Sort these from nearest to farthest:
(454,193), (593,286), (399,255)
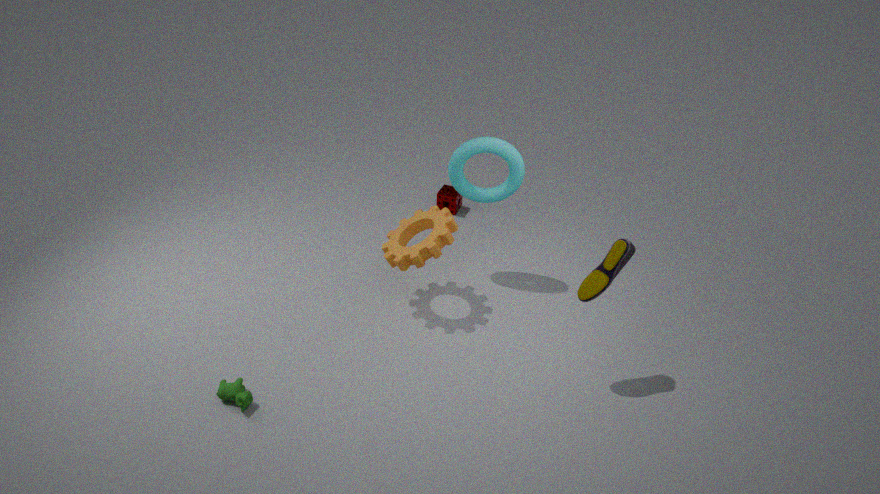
(593,286) < (399,255) < (454,193)
